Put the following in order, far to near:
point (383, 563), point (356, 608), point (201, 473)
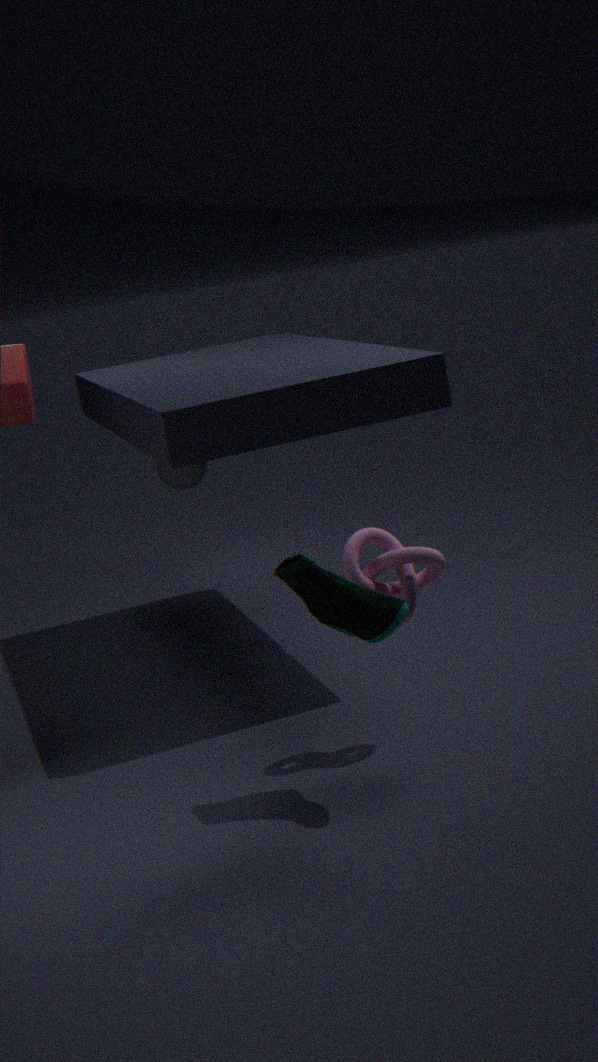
point (201, 473), point (383, 563), point (356, 608)
